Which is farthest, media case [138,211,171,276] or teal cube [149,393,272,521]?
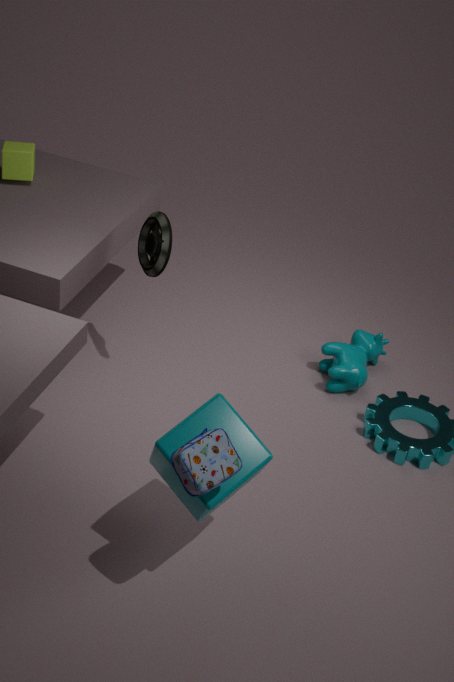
media case [138,211,171,276]
